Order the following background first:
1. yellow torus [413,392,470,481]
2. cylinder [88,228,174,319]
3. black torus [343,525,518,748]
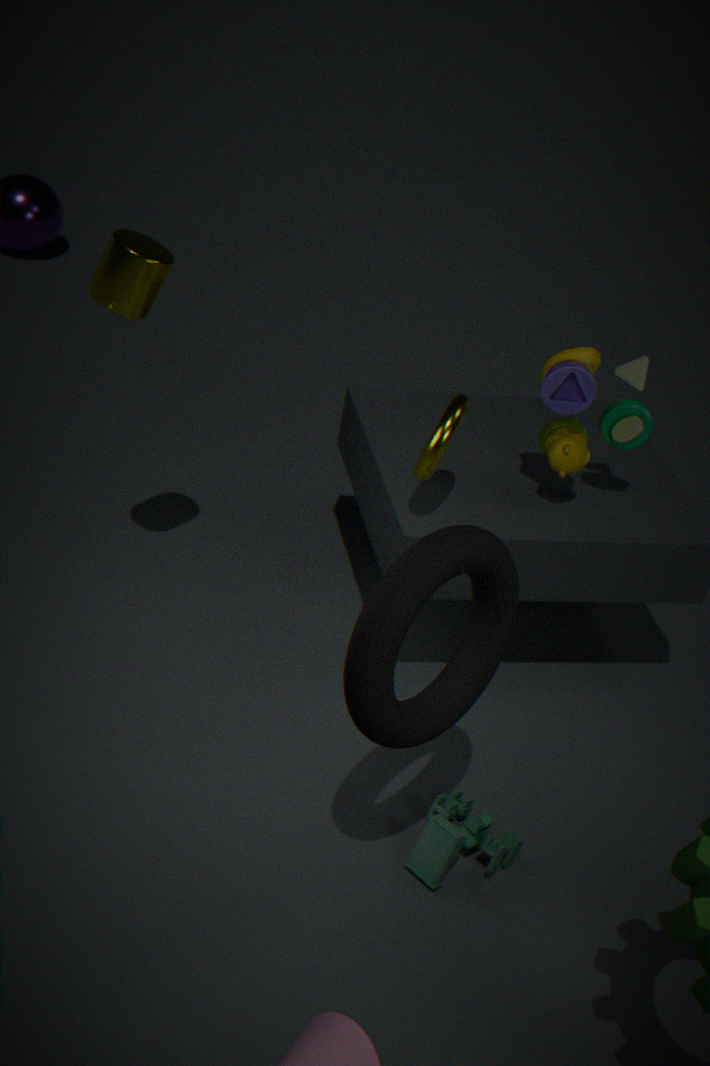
yellow torus [413,392,470,481] → cylinder [88,228,174,319] → black torus [343,525,518,748]
